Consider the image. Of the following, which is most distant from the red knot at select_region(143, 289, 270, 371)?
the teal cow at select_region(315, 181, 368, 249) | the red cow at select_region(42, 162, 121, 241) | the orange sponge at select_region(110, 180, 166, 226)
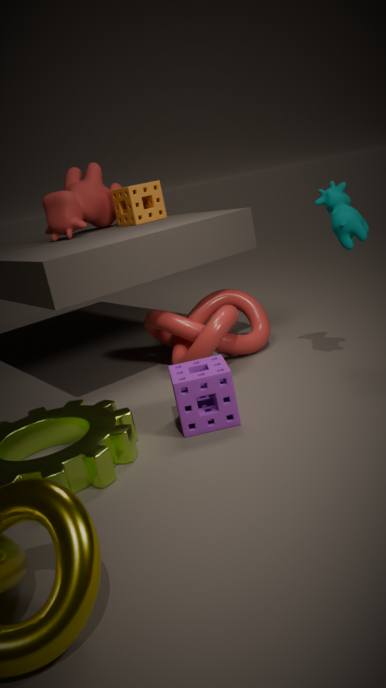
the red cow at select_region(42, 162, 121, 241)
